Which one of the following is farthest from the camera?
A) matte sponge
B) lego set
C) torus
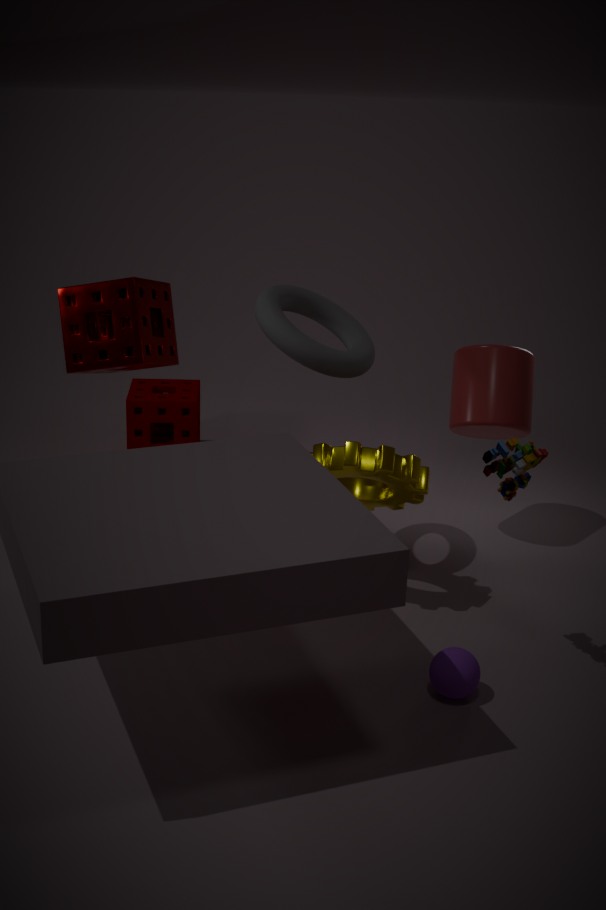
matte sponge
